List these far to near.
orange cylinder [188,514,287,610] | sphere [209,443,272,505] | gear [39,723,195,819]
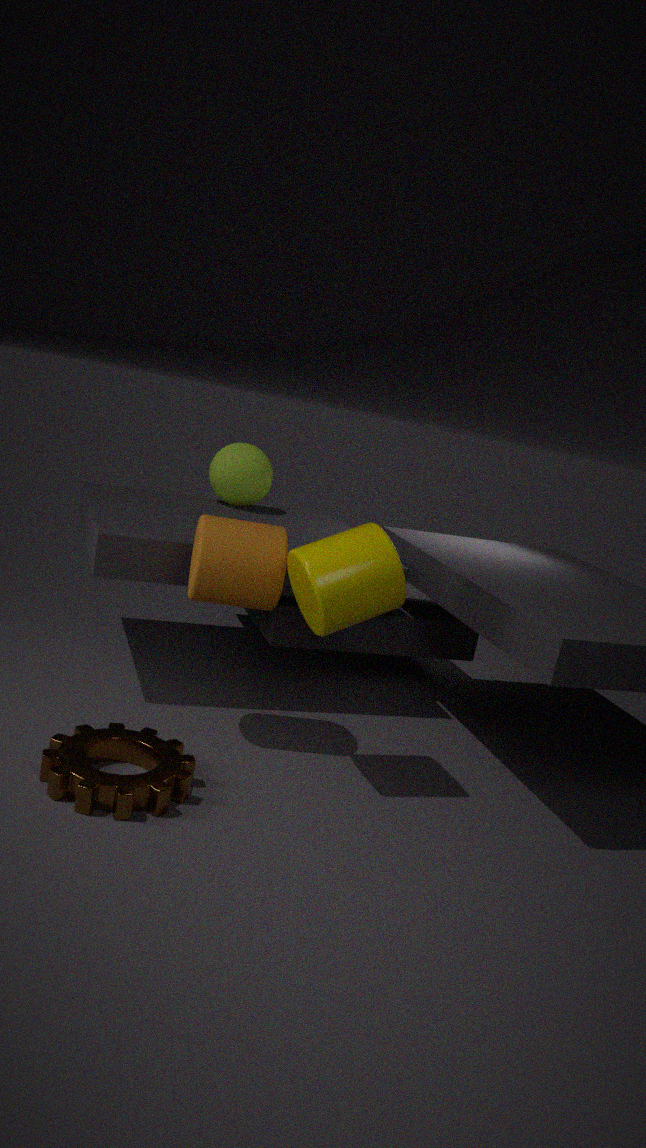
sphere [209,443,272,505], orange cylinder [188,514,287,610], gear [39,723,195,819]
